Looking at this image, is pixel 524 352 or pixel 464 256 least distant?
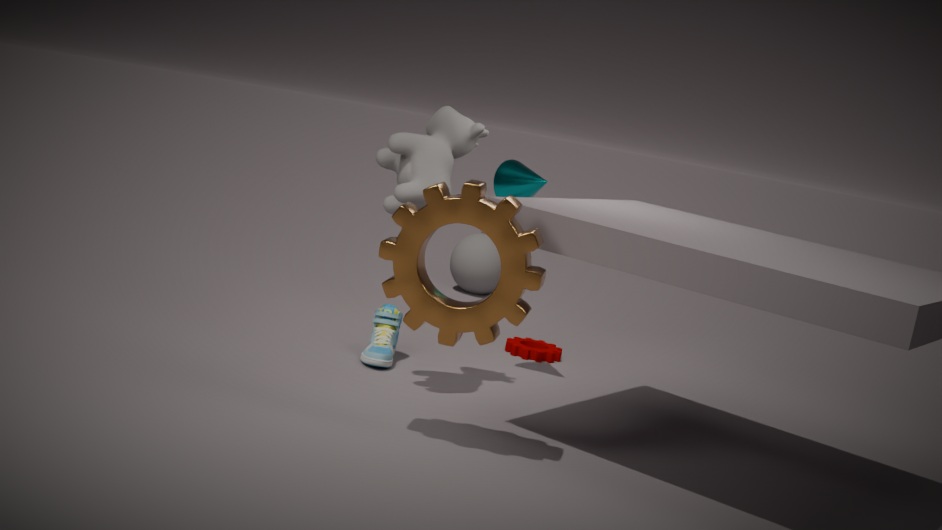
pixel 524 352
